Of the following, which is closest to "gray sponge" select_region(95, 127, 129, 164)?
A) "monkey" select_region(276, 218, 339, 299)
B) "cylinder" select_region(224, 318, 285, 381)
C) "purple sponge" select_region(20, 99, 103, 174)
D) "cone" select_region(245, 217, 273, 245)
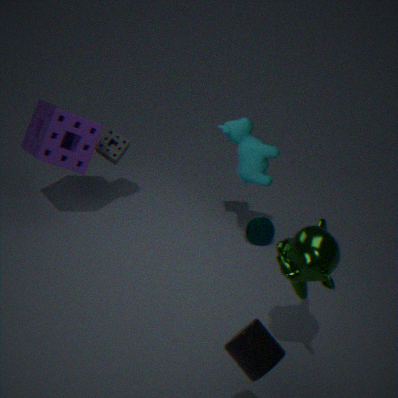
"purple sponge" select_region(20, 99, 103, 174)
